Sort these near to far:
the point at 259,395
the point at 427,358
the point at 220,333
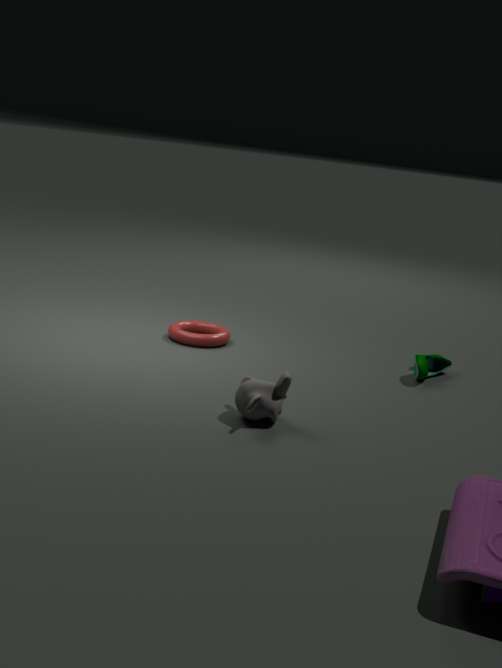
the point at 259,395, the point at 427,358, the point at 220,333
